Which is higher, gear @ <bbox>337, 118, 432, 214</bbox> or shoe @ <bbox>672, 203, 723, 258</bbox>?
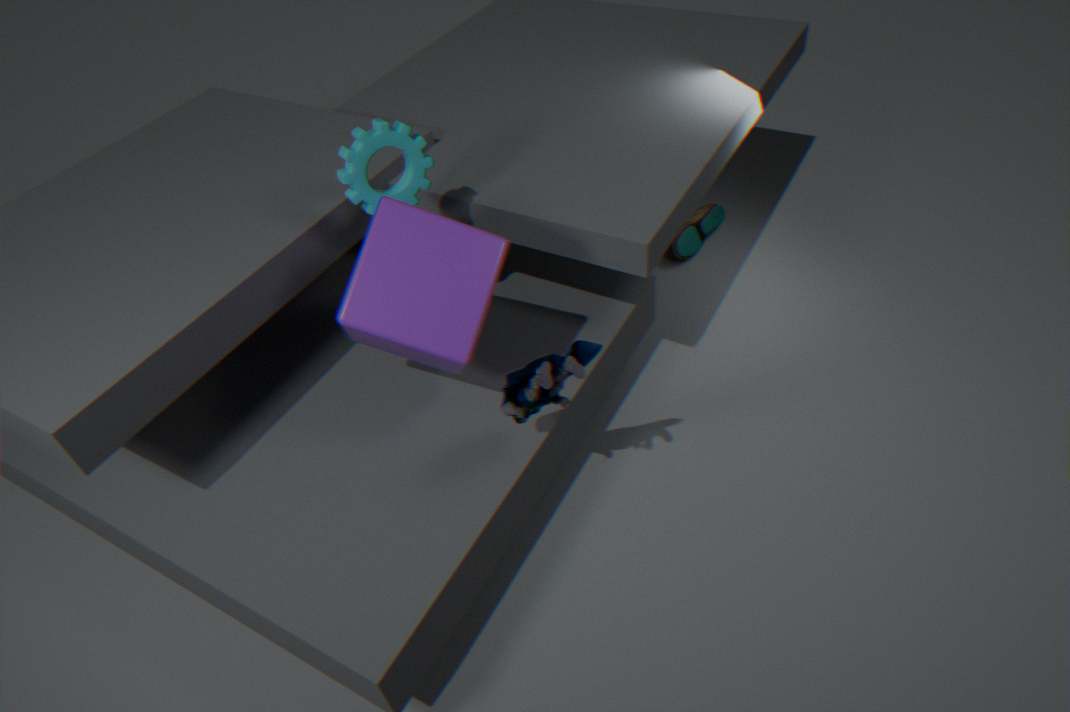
gear @ <bbox>337, 118, 432, 214</bbox>
